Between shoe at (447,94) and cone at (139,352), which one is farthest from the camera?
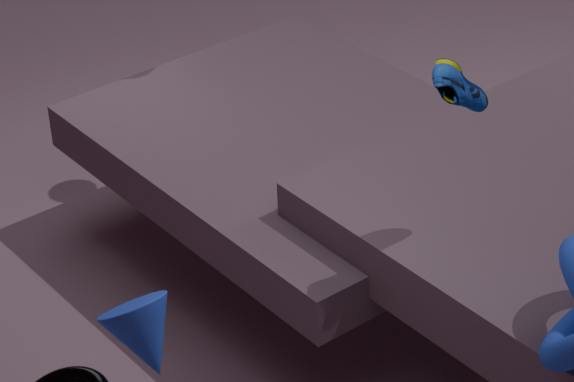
shoe at (447,94)
